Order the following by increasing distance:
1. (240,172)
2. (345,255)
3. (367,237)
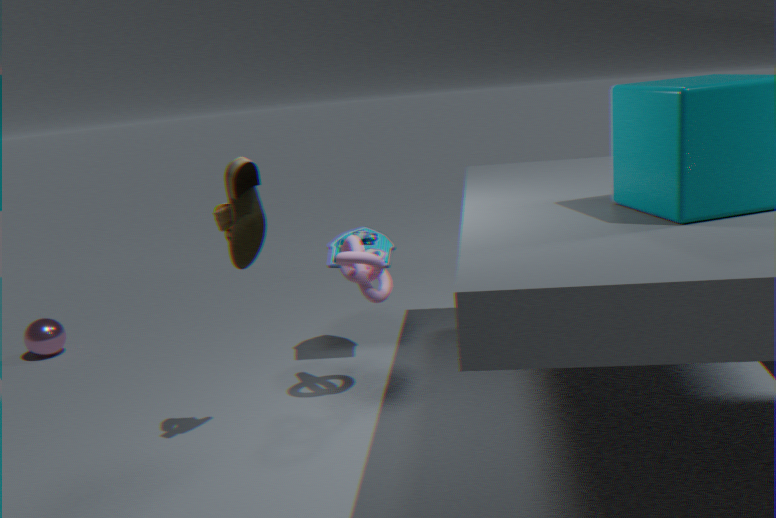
(240,172) < (345,255) < (367,237)
